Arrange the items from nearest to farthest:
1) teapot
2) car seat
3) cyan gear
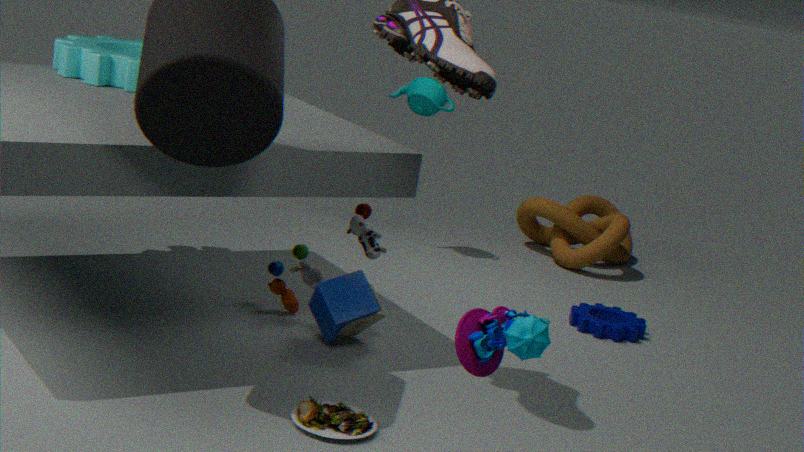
2. car seat
3. cyan gear
1. teapot
